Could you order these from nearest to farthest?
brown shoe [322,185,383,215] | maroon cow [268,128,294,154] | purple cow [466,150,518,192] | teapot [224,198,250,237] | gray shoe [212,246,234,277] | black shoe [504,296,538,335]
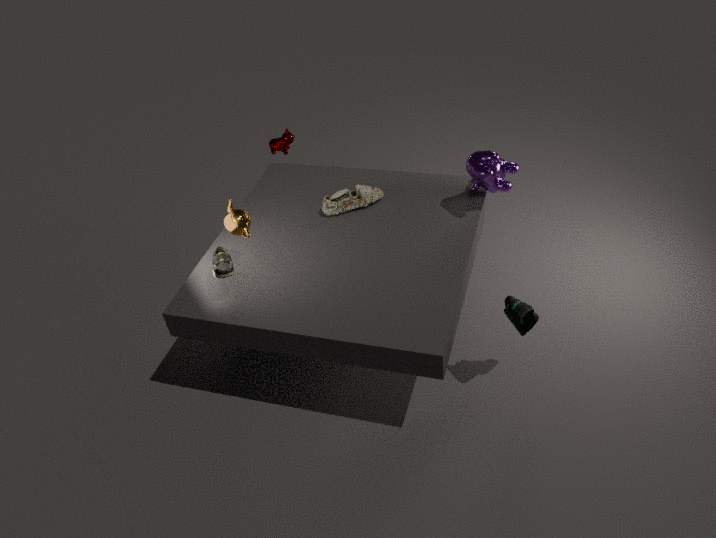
black shoe [504,296,538,335] → gray shoe [212,246,234,277] → teapot [224,198,250,237] → purple cow [466,150,518,192] → brown shoe [322,185,383,215] → maroon cow [268,128,294,154]
